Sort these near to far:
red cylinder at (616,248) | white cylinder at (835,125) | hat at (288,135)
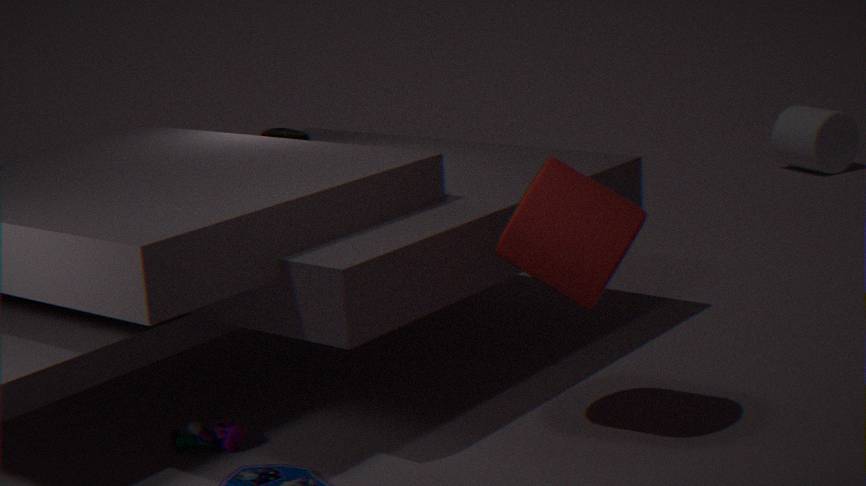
red cylinder at (616,248), hat at (288,135), white cylinder at (835,125)
